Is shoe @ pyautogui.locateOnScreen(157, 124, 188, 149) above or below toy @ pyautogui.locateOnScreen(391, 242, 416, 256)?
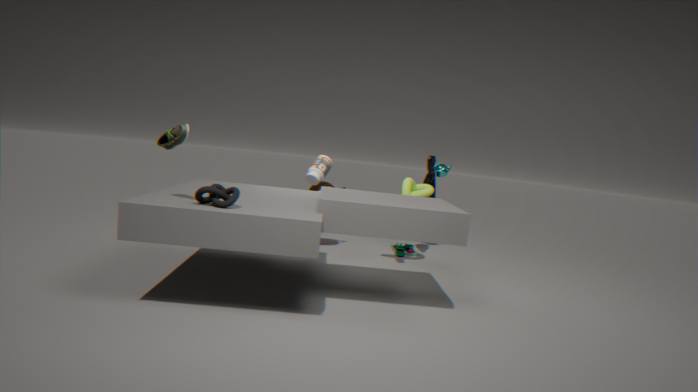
above
